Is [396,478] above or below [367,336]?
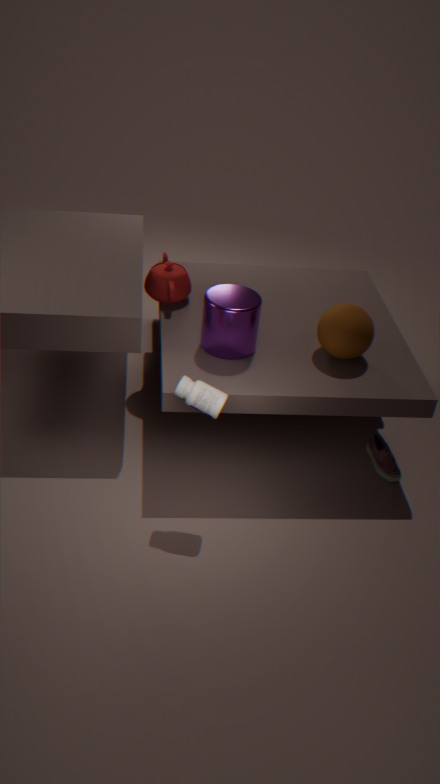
below
